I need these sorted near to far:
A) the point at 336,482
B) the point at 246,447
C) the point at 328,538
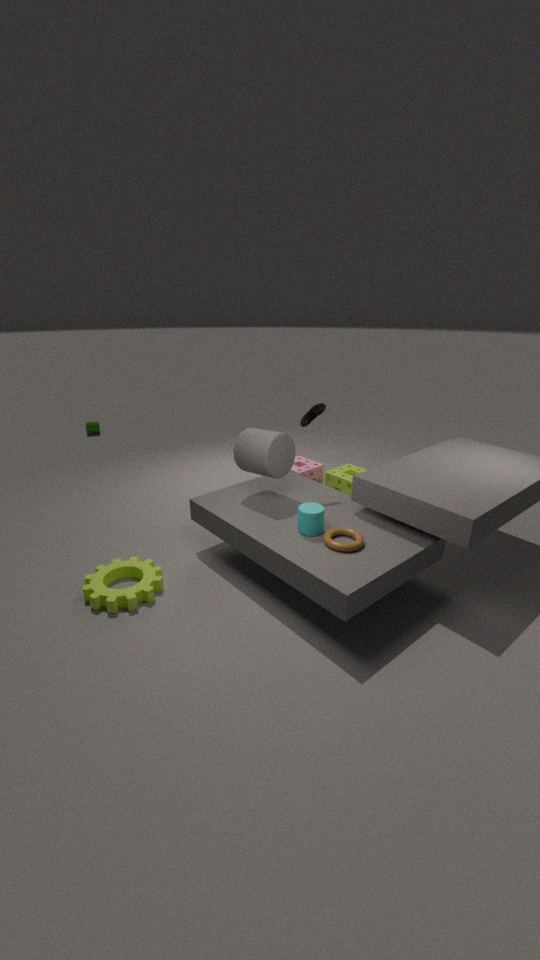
the point at 328,538, the point at 246,447, the point at 336,482
